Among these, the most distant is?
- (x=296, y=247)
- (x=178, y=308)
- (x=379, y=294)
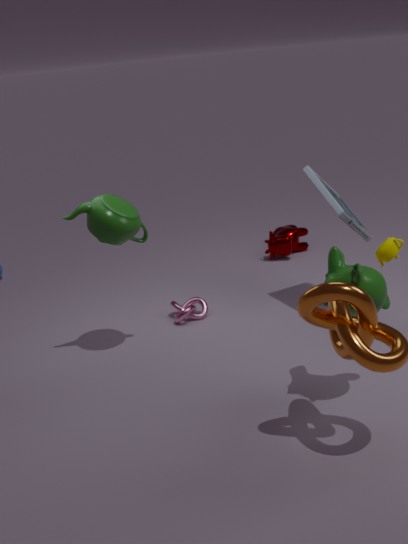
(x=296, y=247)
